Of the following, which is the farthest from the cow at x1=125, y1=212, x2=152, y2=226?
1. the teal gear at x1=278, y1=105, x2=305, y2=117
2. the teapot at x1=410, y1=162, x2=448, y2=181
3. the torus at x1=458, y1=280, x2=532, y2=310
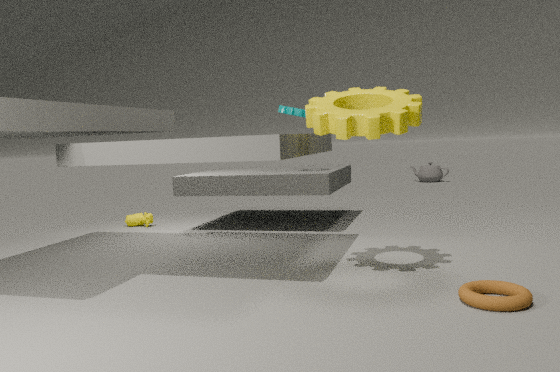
the teapot at x1=410, y1=162, x2=448, y2=181
